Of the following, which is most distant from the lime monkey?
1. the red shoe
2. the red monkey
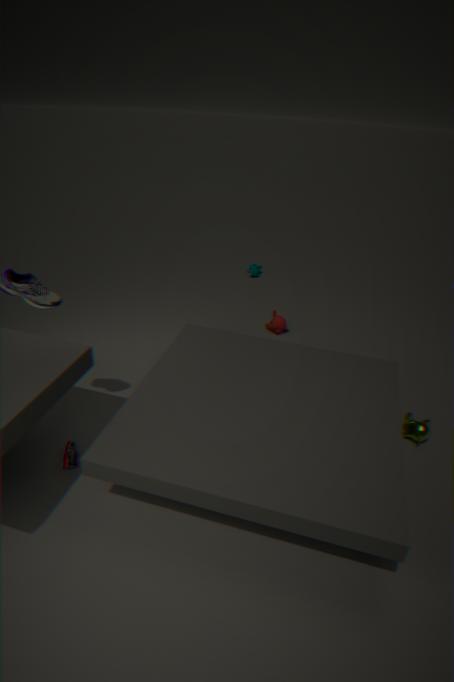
the red shoe
